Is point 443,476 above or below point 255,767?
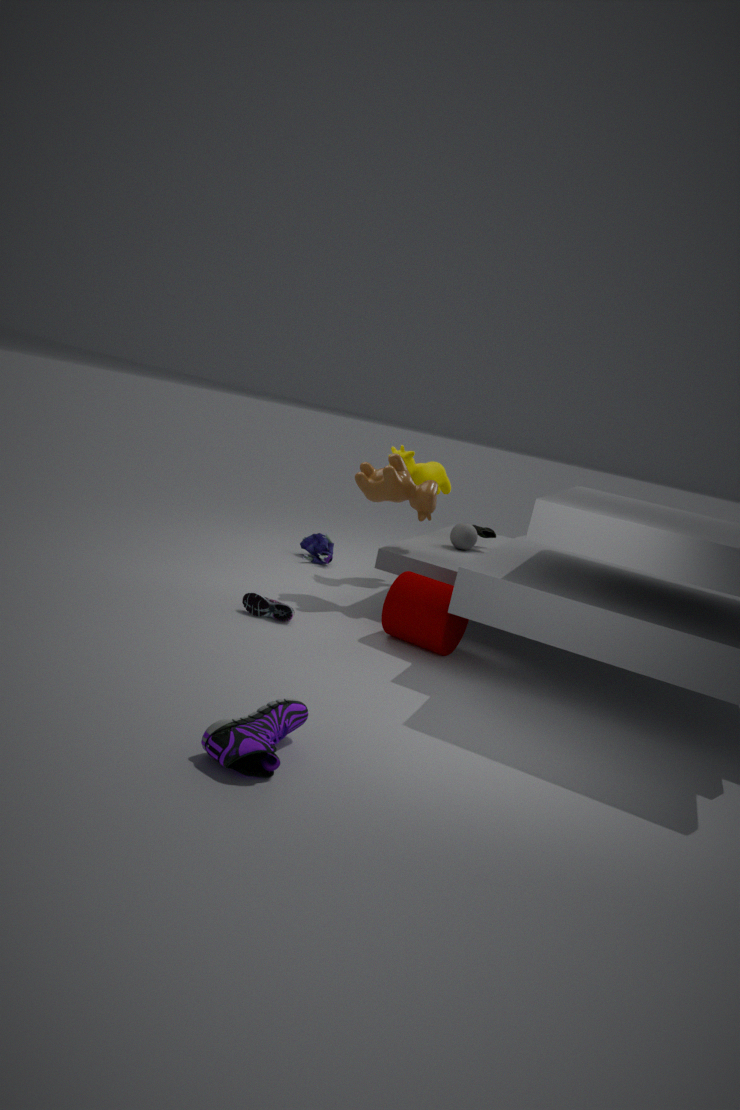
above
